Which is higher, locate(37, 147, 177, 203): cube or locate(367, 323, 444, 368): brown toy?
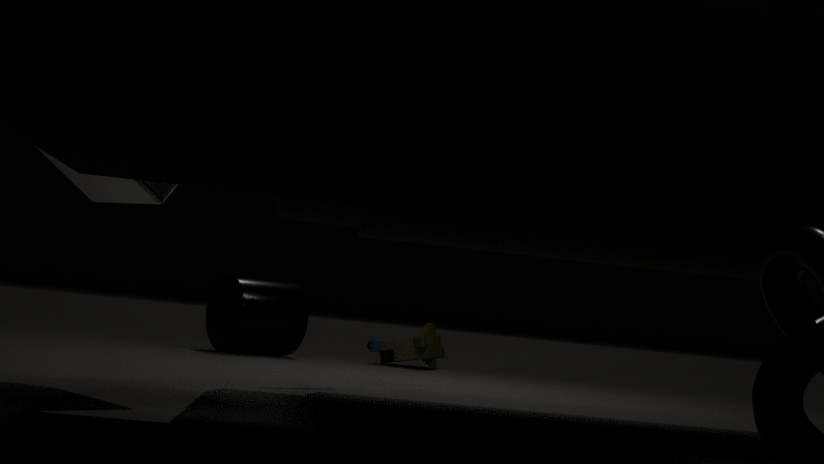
locate(37, 147, 177, 203): cube
